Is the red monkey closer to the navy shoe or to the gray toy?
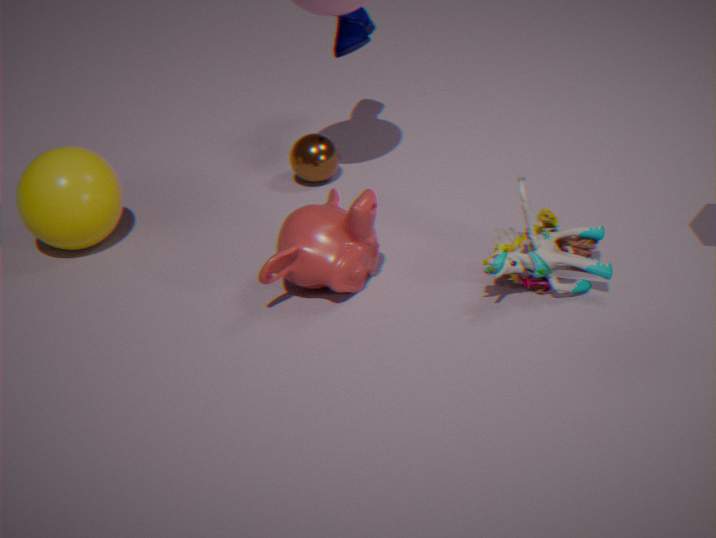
the gray toy
